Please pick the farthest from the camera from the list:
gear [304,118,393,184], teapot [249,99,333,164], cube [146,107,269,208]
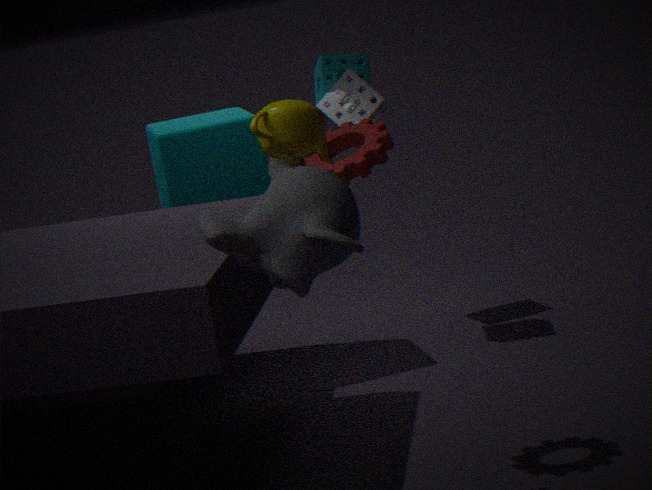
cube [146,107,269,208]
